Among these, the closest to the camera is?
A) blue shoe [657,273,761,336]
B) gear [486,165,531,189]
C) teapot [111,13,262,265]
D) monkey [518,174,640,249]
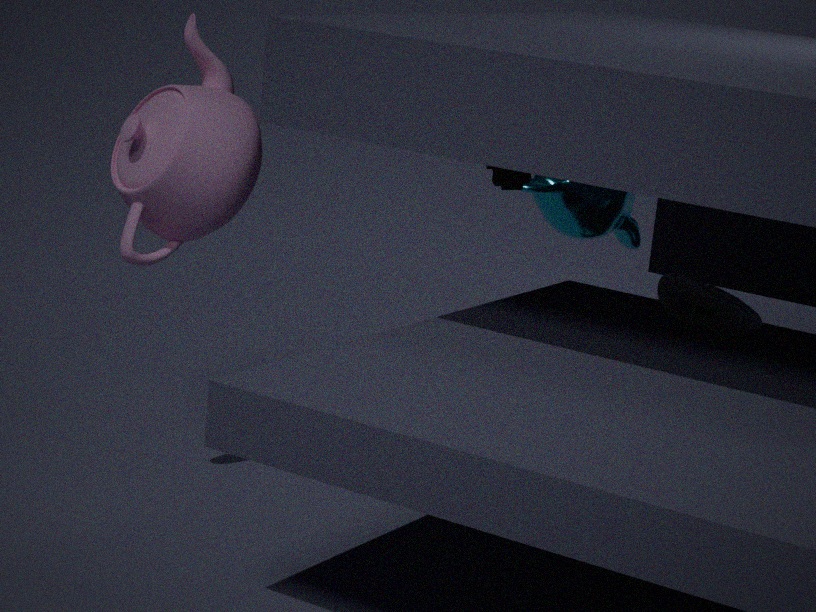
teapot [111,13,262,265]
